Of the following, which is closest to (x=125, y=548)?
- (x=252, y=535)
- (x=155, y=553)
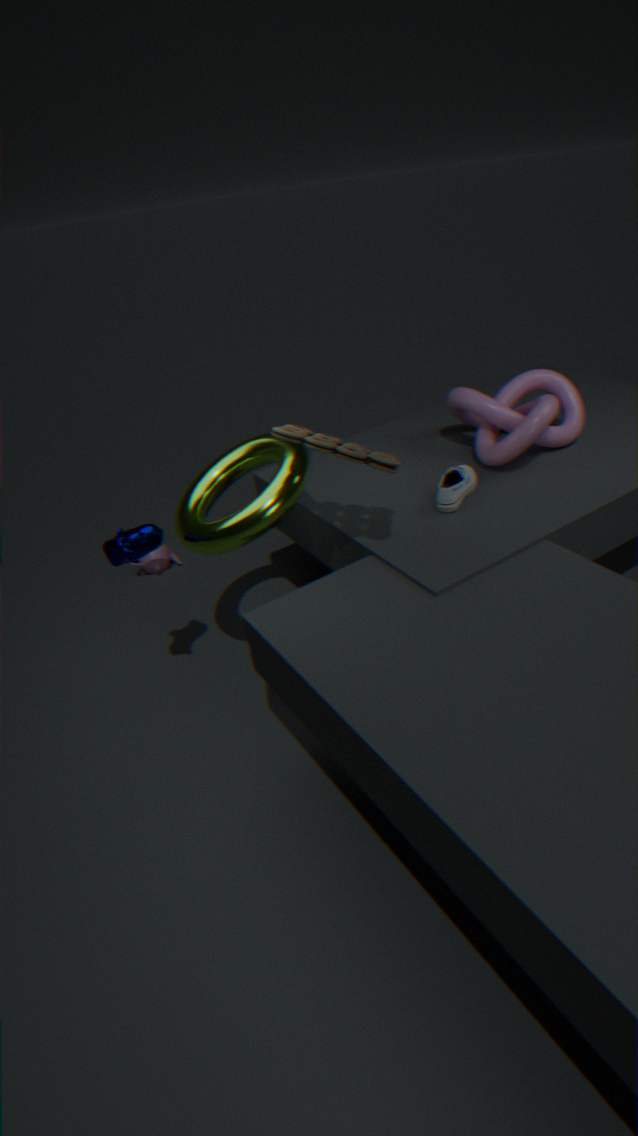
(x=252, y=535)
